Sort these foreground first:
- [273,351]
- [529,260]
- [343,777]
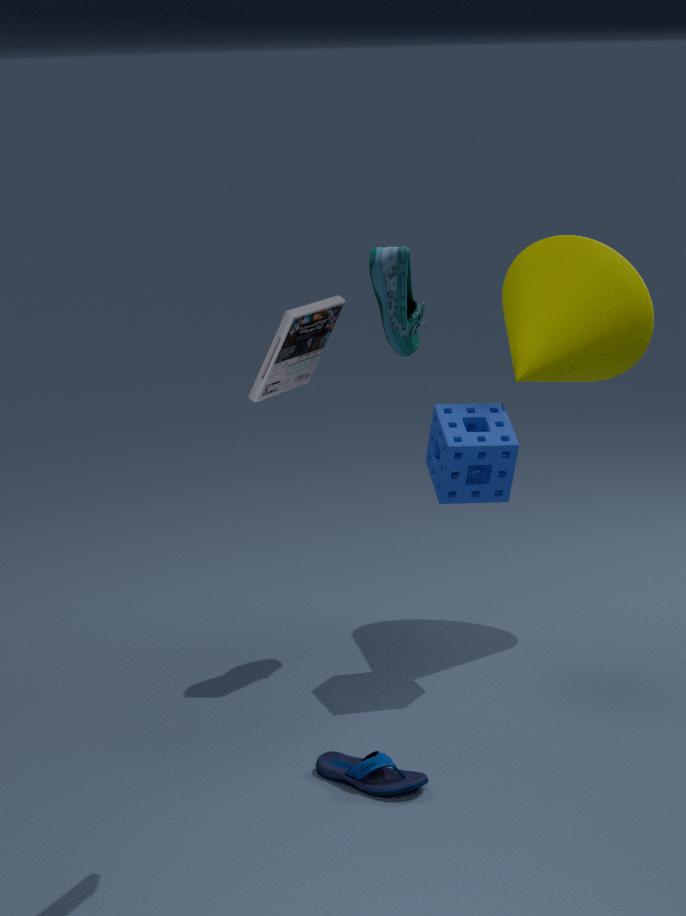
1. [273,351]
2. [343,777]
3. [529,260]
